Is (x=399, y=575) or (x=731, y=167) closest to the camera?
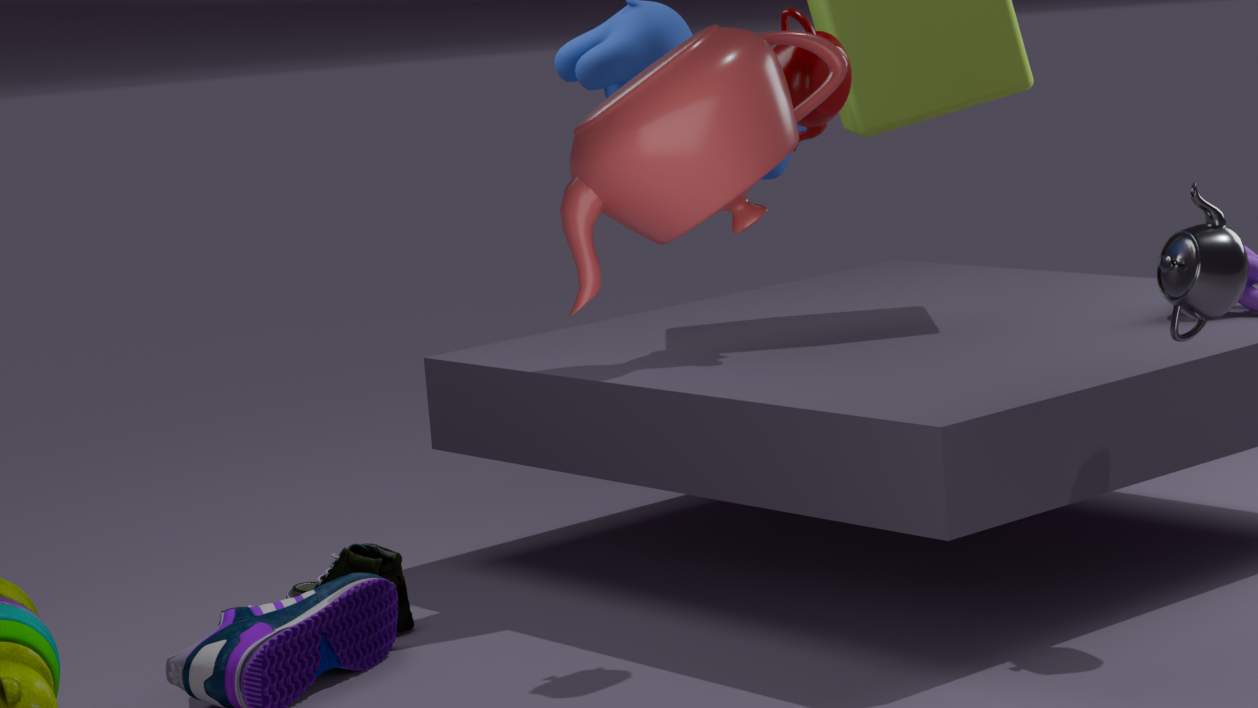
(x=731, y=167)
